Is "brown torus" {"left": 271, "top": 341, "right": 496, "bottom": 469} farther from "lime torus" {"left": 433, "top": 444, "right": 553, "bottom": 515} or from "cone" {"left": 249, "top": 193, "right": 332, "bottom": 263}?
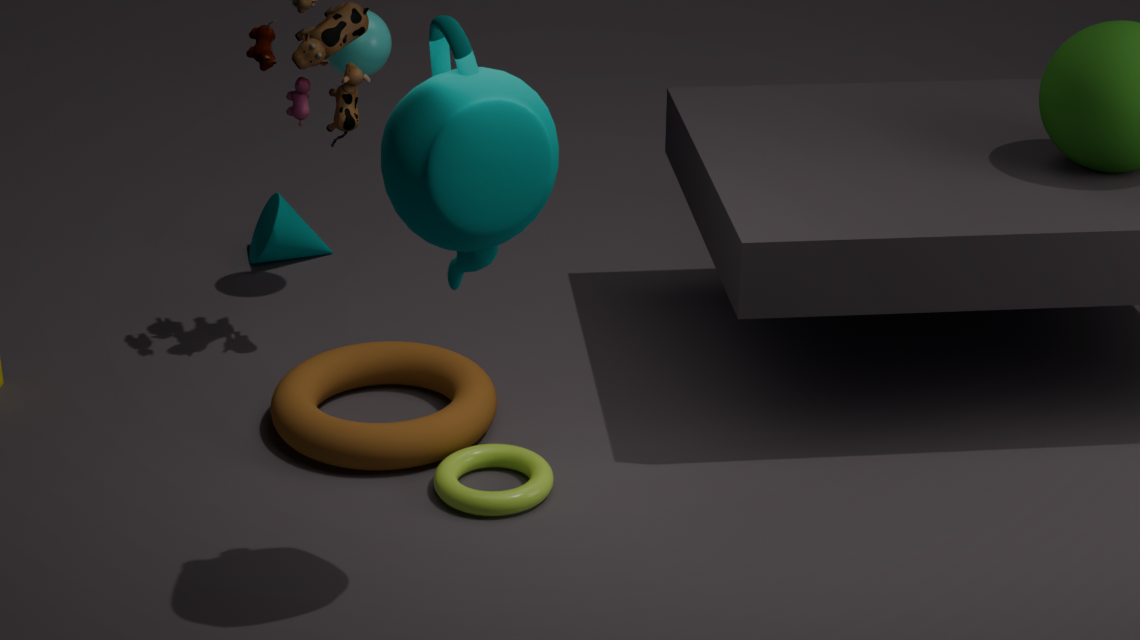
"cone" {"left": 249, "top": 193, "right": 332, "bottom": 263}
